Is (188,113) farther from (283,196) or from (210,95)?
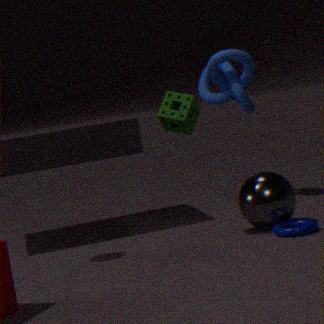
(210,95)
